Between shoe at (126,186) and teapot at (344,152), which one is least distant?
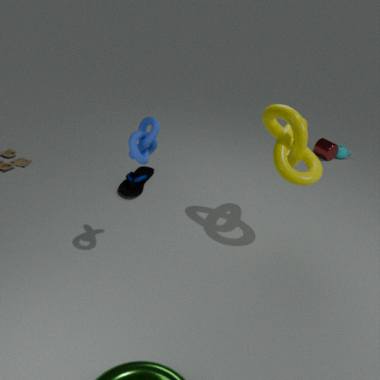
shoe at (126,186)
